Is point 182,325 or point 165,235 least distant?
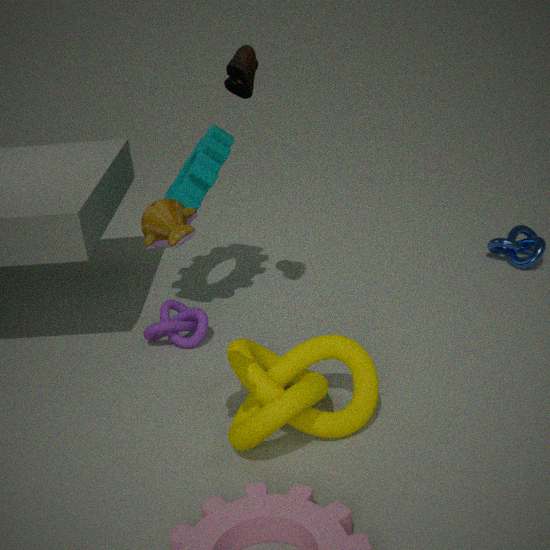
point 165,235
